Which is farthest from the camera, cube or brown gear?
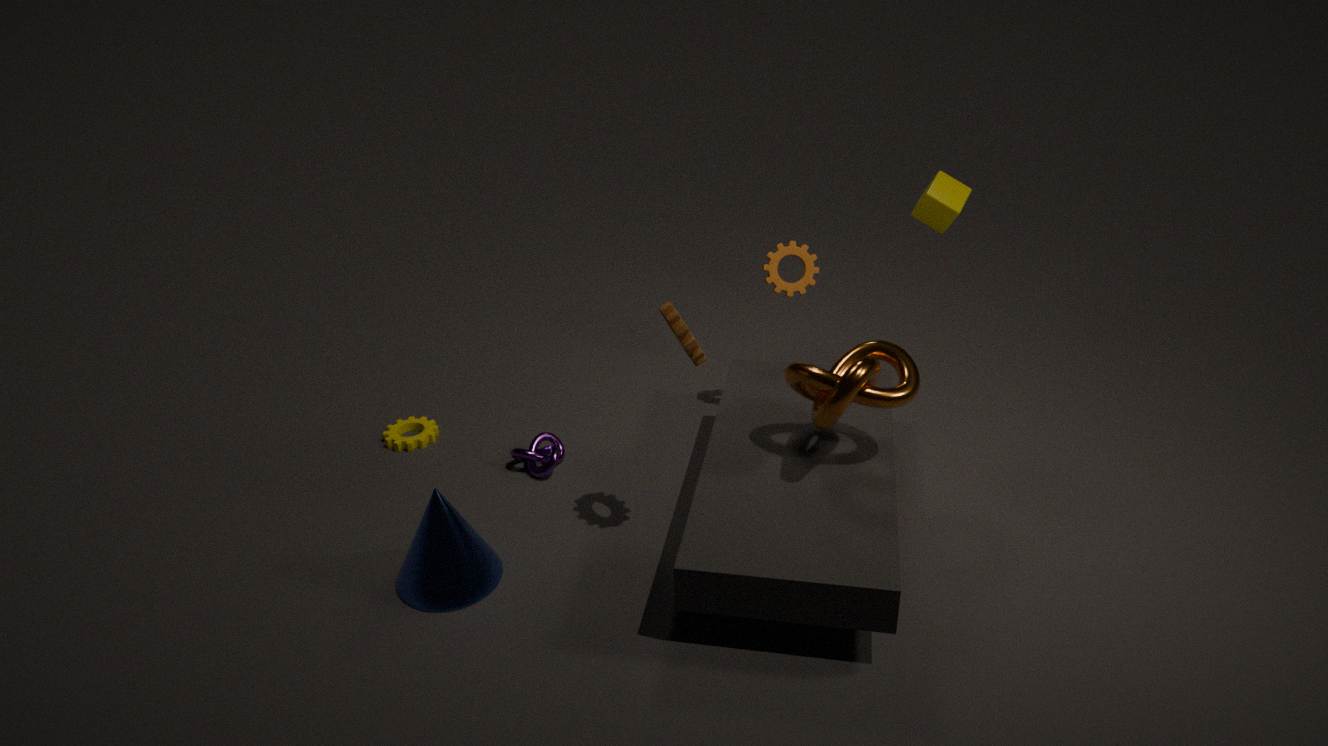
cube
